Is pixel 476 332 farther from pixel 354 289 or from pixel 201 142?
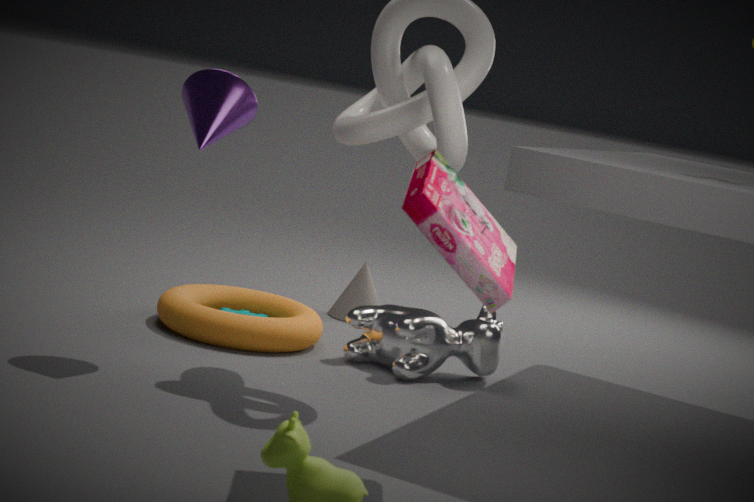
pixel 201 142
